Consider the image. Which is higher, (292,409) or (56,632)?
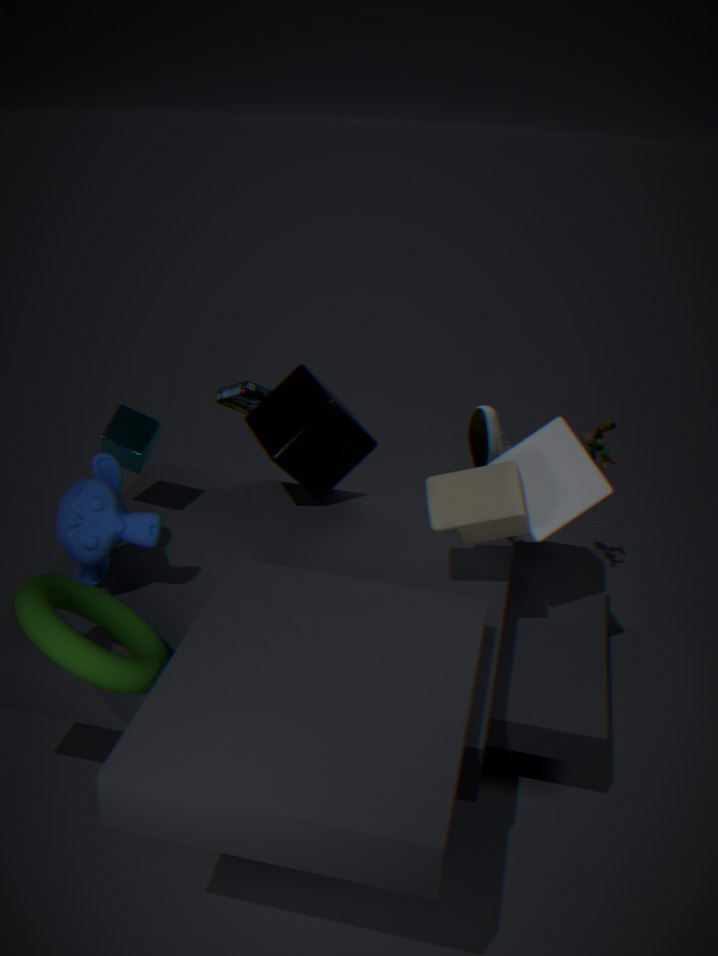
(292,409)
